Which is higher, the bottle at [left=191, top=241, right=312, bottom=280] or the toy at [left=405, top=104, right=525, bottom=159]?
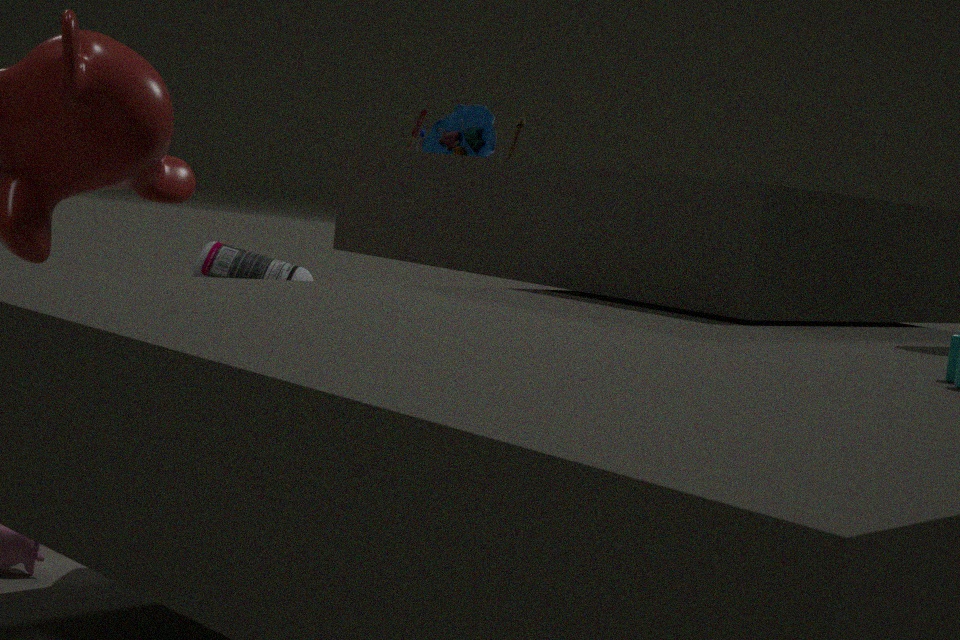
the toy at [left=405, top=104, right=525, bottom=159]
